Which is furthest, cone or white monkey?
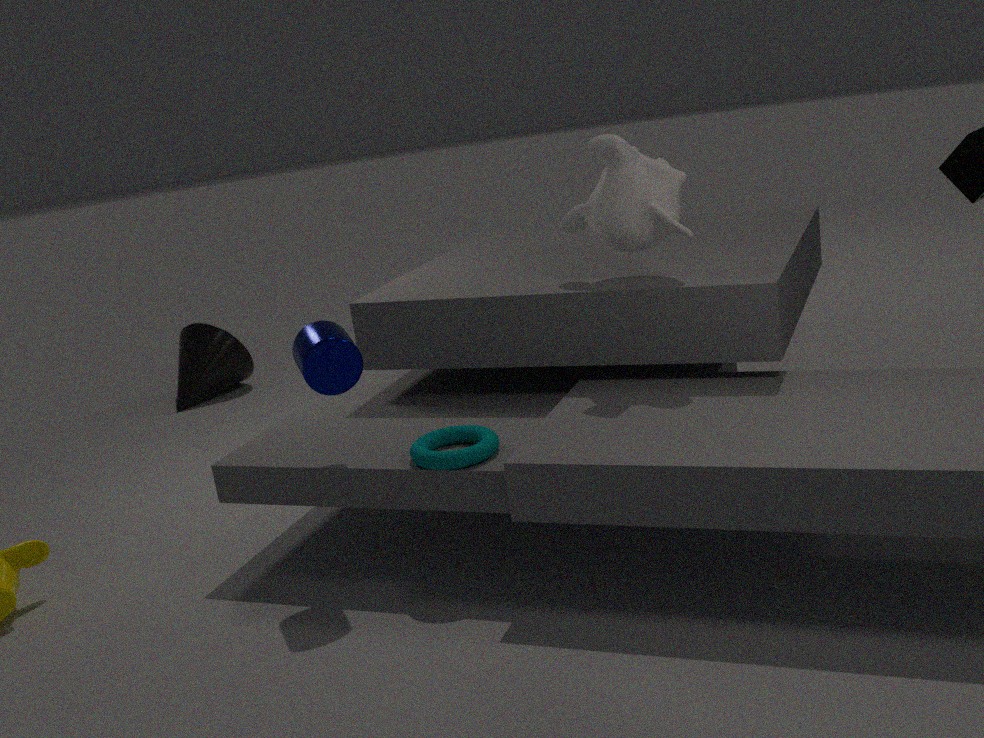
cone
